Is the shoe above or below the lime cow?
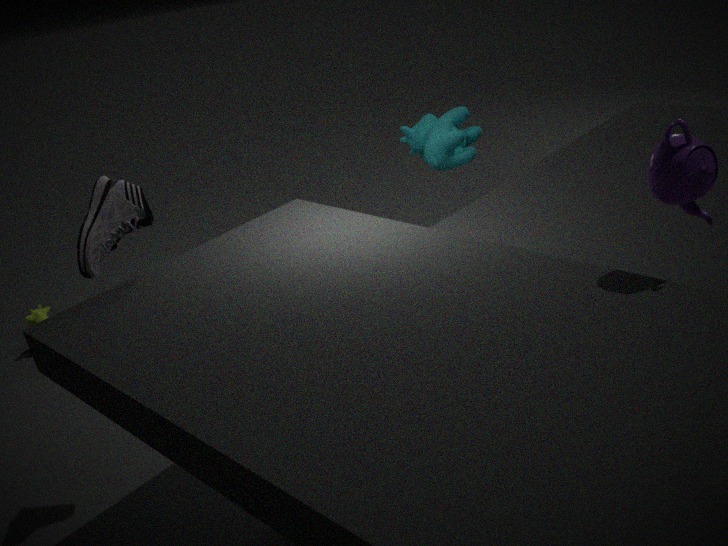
above
